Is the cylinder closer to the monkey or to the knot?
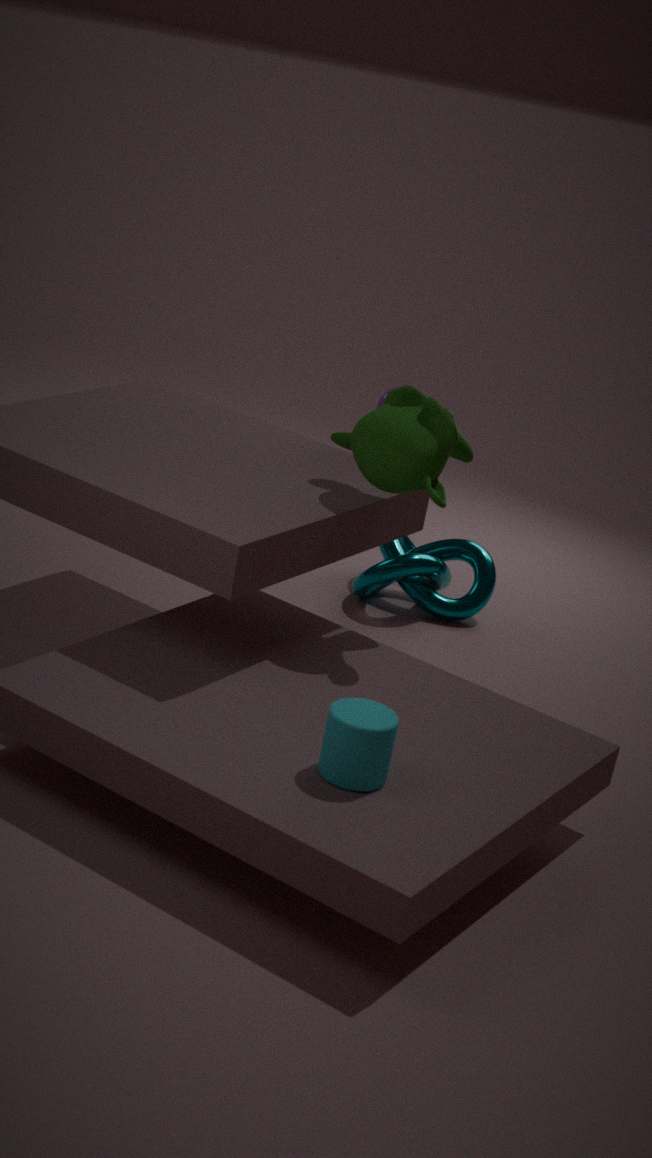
the monkey
